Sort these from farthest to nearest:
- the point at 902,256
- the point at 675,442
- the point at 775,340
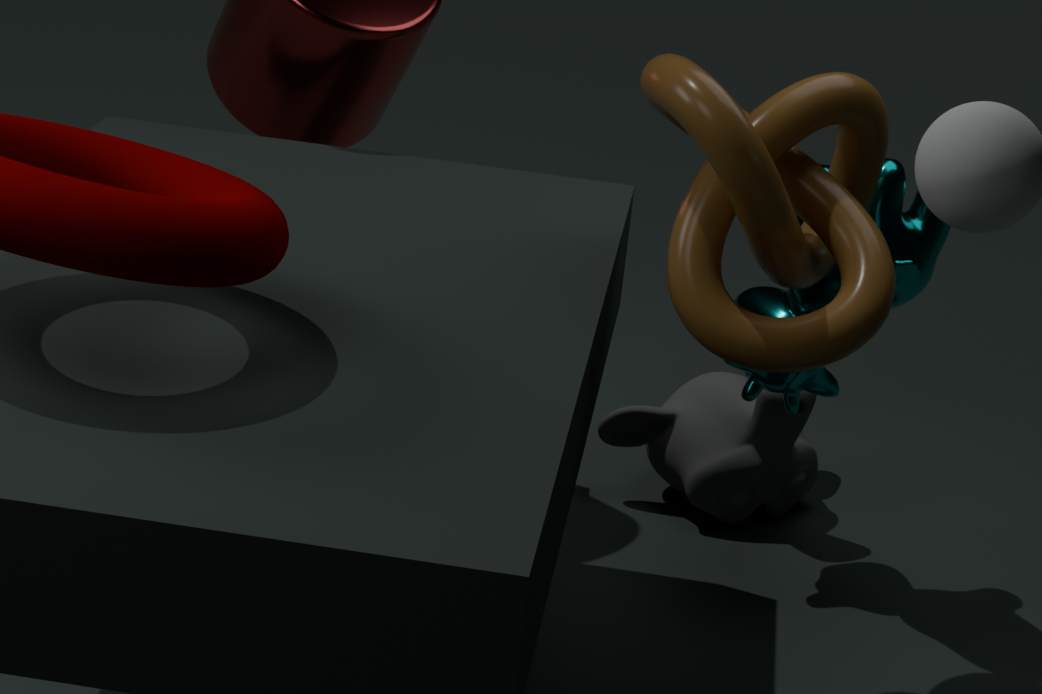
1. the point at 675,442
2. the point at 902,256
3. the point at 775,340
